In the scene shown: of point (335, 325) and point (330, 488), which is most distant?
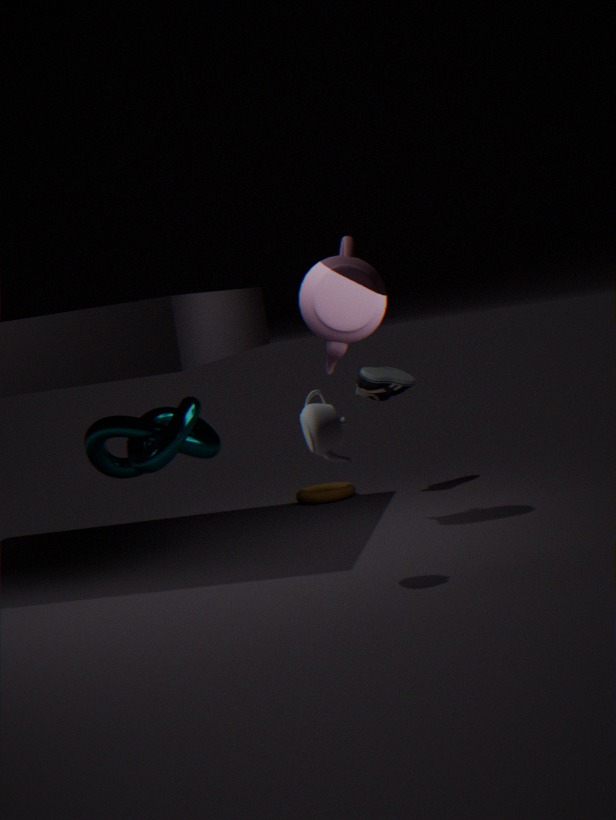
point (330, 488)
